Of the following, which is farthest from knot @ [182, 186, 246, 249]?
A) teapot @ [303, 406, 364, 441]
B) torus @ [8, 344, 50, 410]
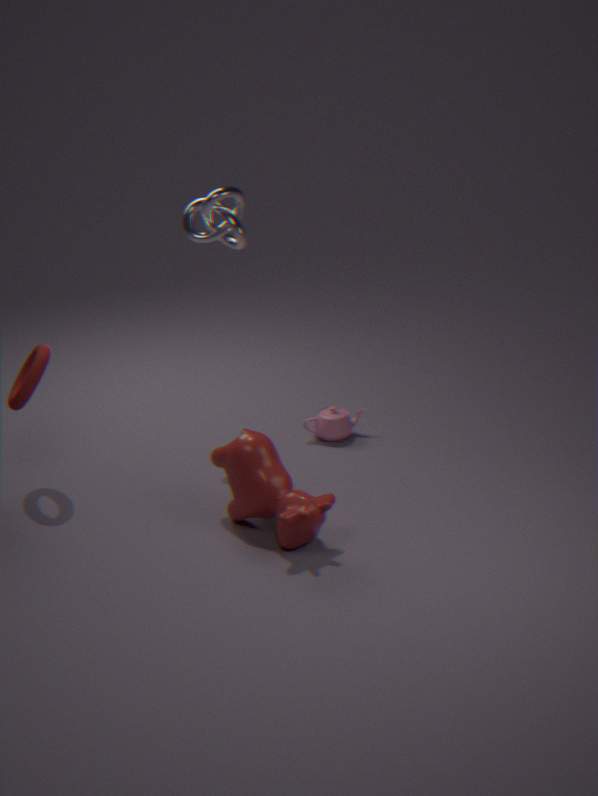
teapot @ [303, 406, 364, 441]
